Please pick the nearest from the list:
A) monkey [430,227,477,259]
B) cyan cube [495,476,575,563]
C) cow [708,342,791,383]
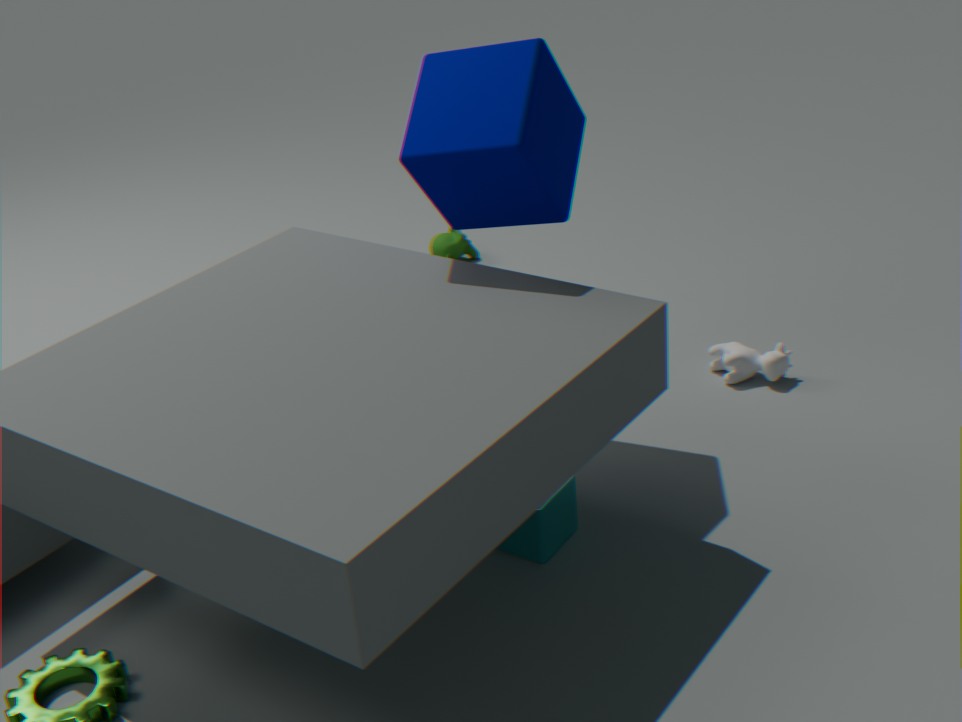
cyan cube [495,476,575,563]
